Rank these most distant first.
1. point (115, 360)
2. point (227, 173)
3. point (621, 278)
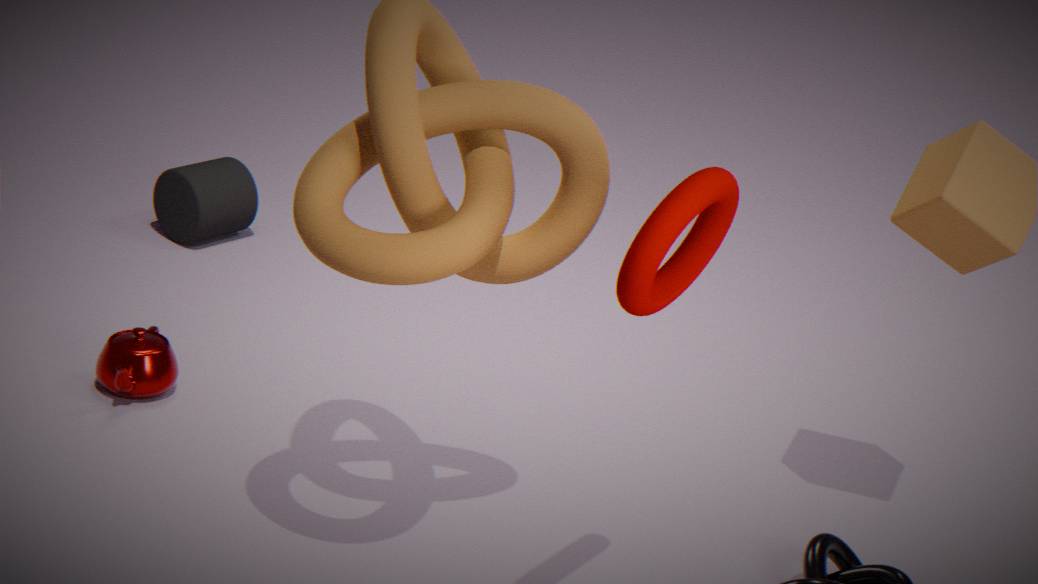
point (227, 173) < point (115, 360) < point (621, 278)
